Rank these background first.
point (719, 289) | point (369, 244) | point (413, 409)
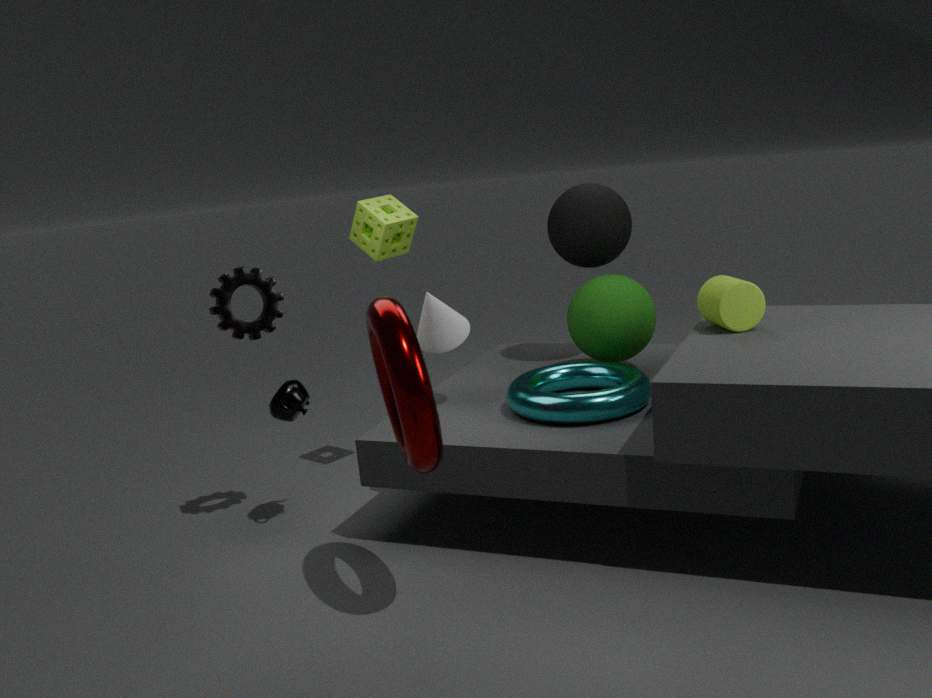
1. point (369, 244)
2. point (719, 289)
3. point (413, 409)
